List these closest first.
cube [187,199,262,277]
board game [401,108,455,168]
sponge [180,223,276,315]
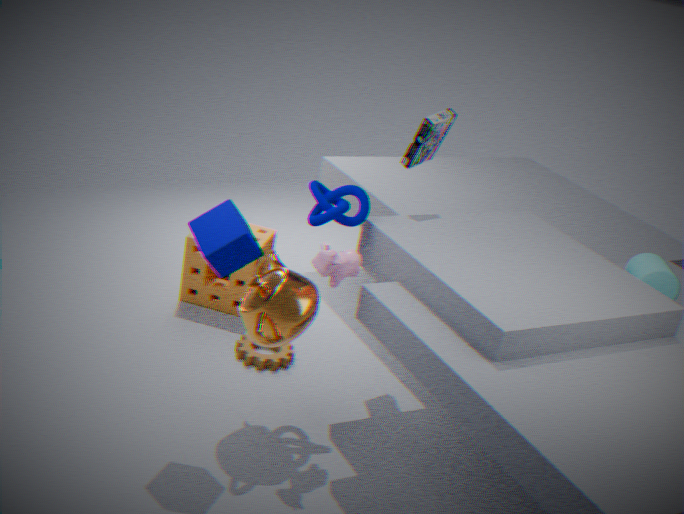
1. cube [187,199,262,277]
2. board game [401,108,455,168]
3. sponge [180,223,276,315]
